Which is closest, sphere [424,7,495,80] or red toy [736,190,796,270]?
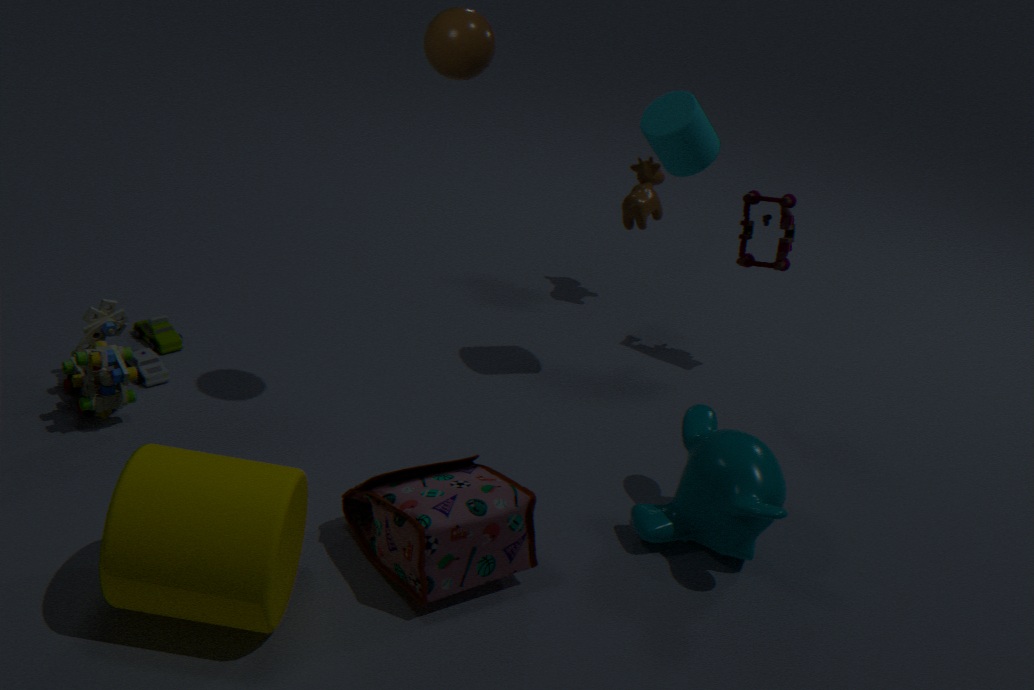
sphere [424,7,495,80]
